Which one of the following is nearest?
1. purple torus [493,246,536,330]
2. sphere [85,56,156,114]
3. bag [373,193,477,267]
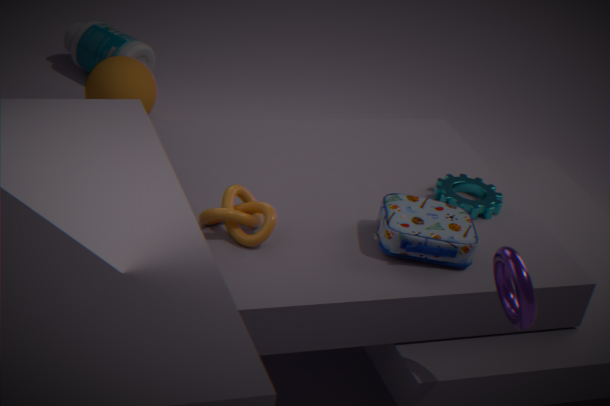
purple torus [493,246,536,330]
